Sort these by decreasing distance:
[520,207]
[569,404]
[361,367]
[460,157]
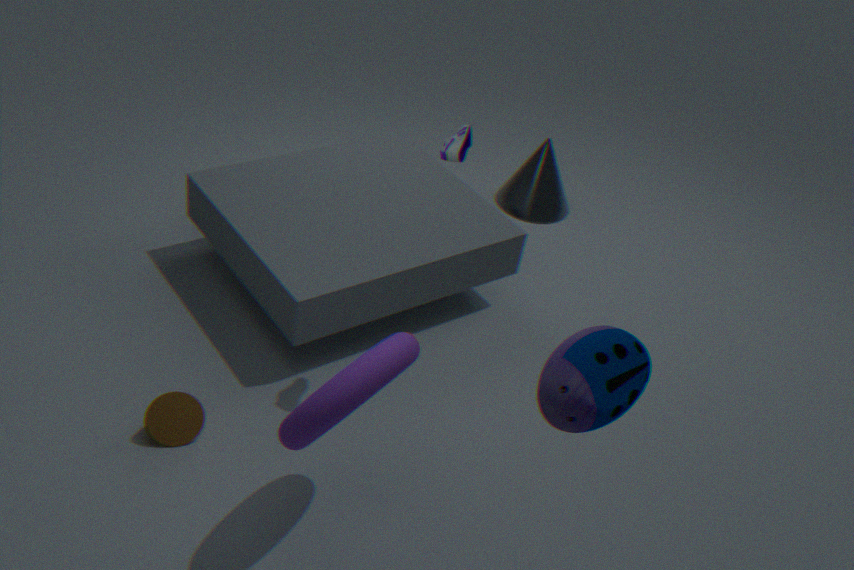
[520,207], [460,157], [361,367], [569,404]
